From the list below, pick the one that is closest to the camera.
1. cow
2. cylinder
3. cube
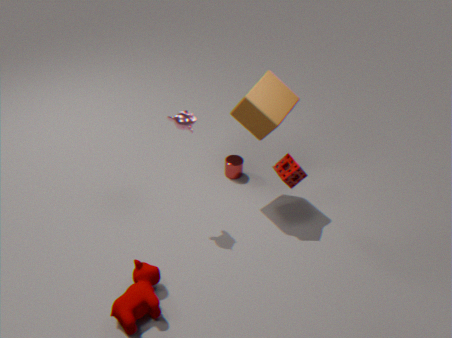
cow
